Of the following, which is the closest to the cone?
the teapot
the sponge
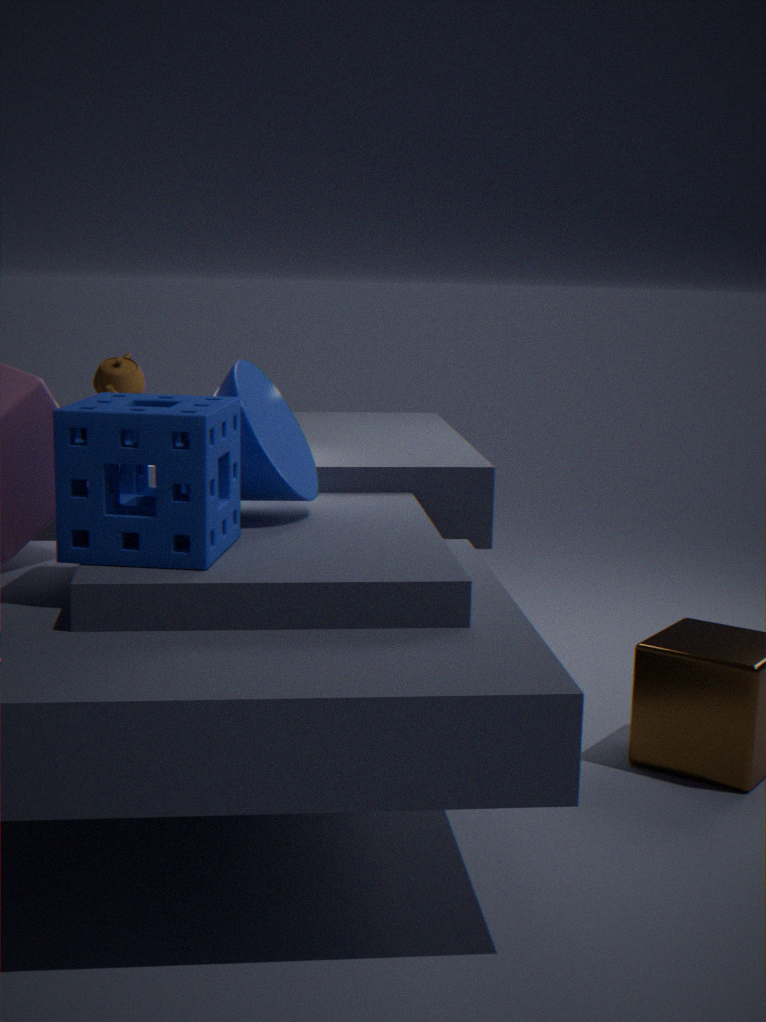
the sponge
